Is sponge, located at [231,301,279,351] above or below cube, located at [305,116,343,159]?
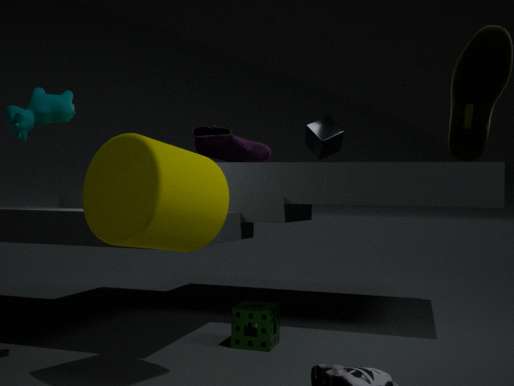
below
